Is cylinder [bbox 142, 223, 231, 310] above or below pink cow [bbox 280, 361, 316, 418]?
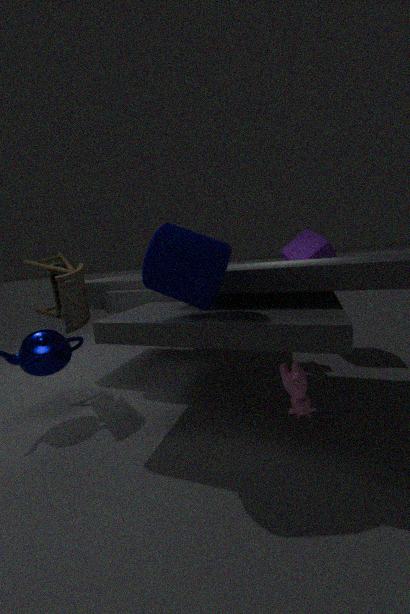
above
